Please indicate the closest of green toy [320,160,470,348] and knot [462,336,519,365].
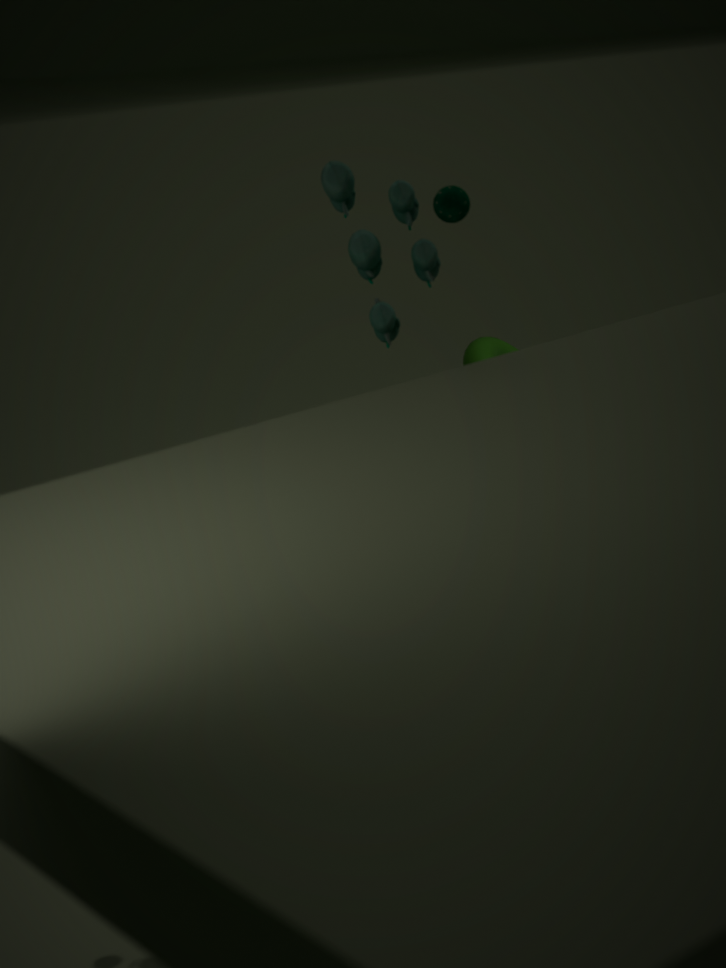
green toy [320,160,470,348]
